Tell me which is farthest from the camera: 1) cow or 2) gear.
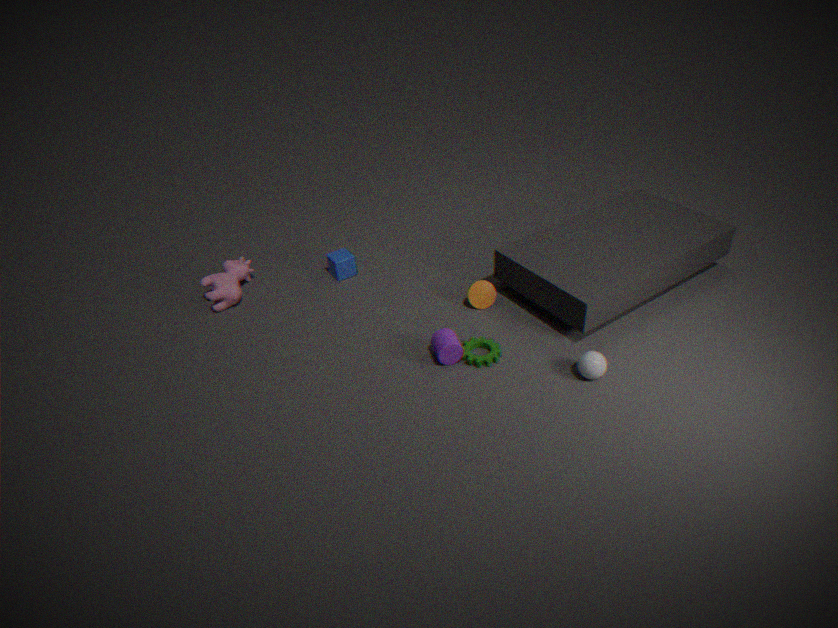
1. cow
